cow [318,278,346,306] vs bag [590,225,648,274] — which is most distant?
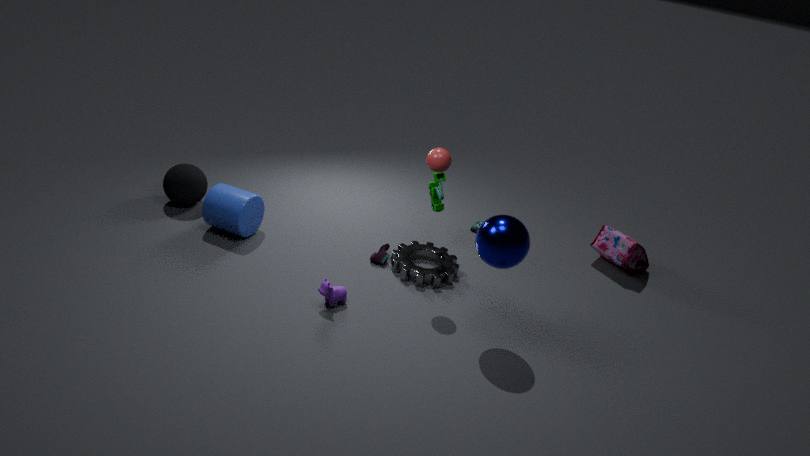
bag [590,225,648,274]
